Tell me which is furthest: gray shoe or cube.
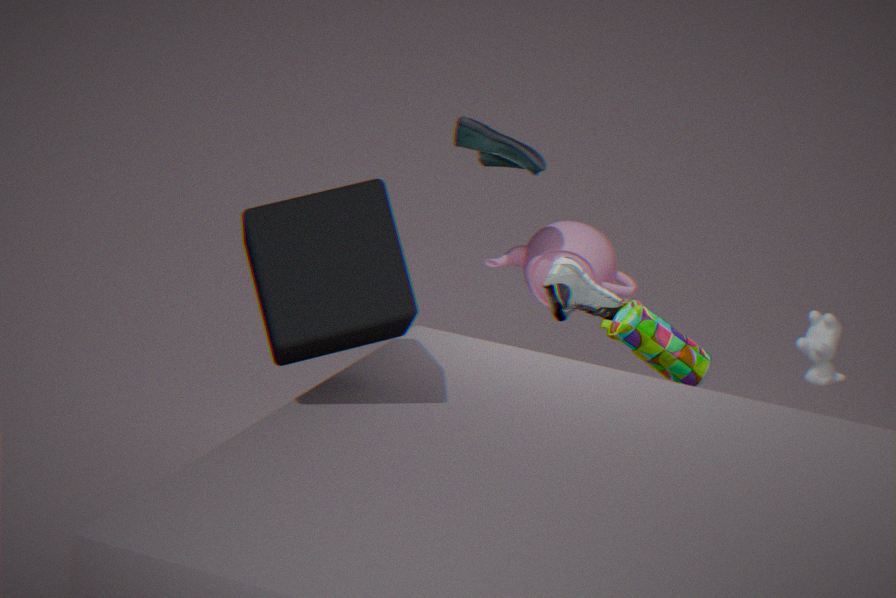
gray shoe
